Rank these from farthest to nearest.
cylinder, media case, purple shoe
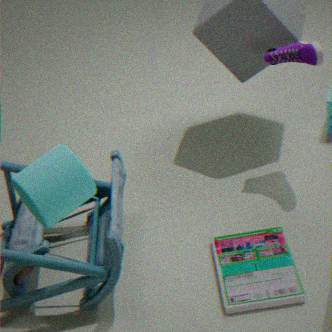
purple shoe, media case, cylinder
